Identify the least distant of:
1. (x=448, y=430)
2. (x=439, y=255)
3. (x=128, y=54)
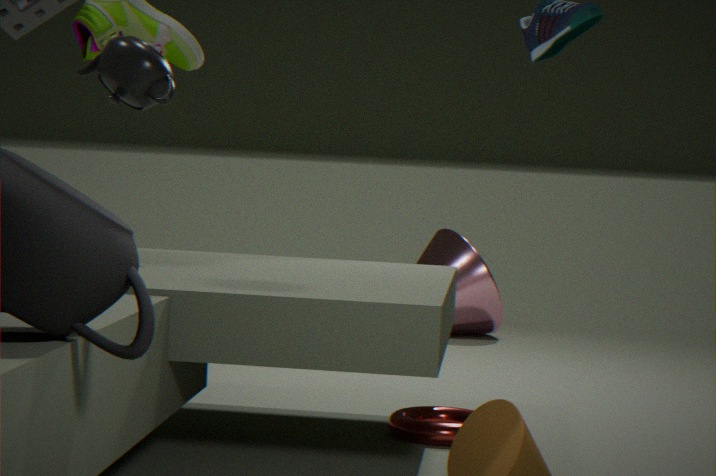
(x=128, y=54)
